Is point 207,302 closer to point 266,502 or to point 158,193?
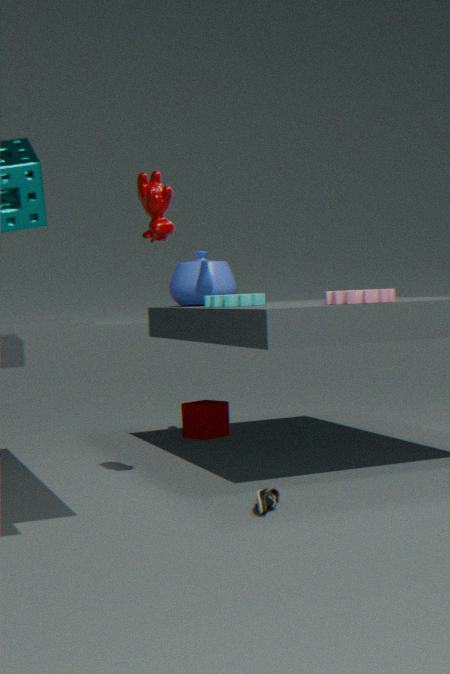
point 158,193
